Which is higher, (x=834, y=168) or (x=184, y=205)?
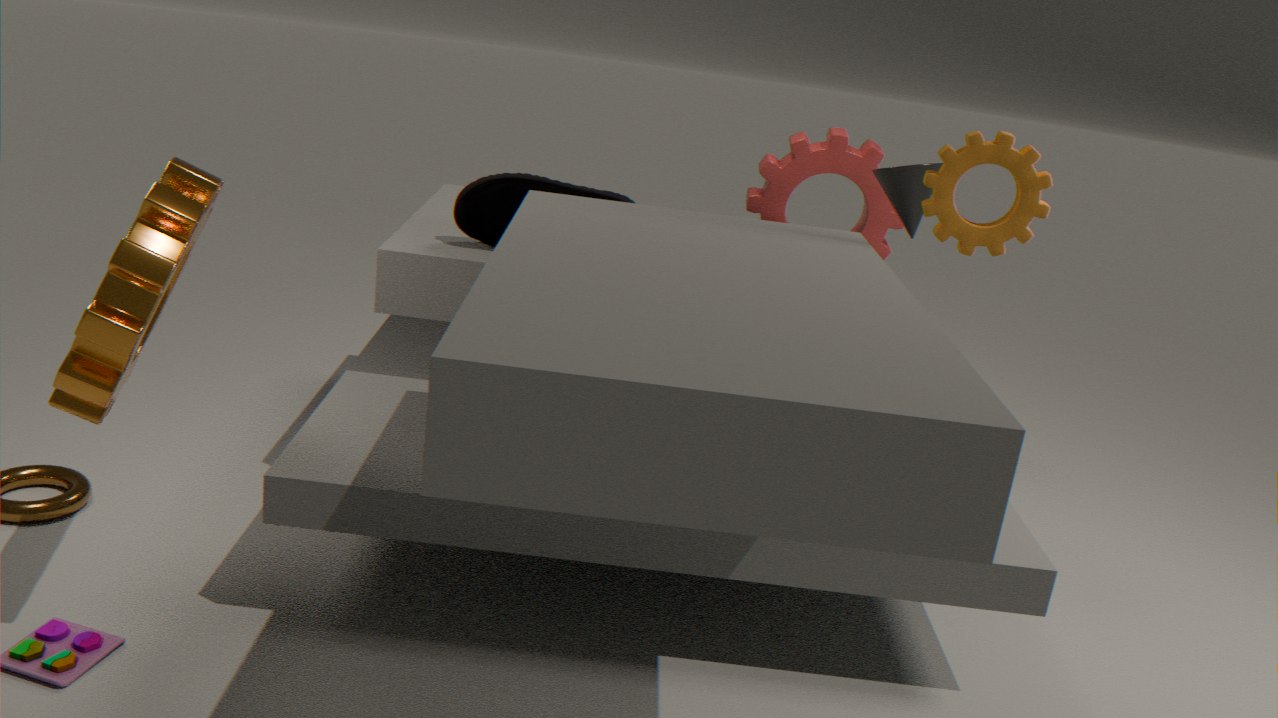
(x=834, y=168)
